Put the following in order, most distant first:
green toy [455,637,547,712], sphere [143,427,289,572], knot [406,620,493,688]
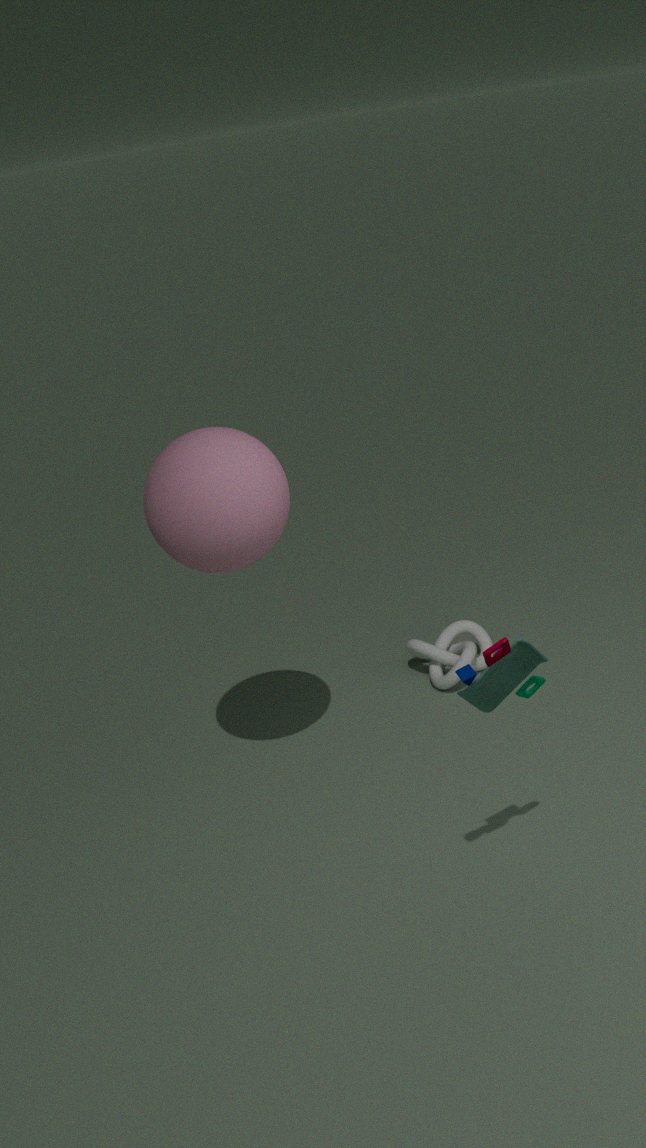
knot [406,620,493,688] → sphere [143,427,289,572] → green toy [455,637,547,712]
